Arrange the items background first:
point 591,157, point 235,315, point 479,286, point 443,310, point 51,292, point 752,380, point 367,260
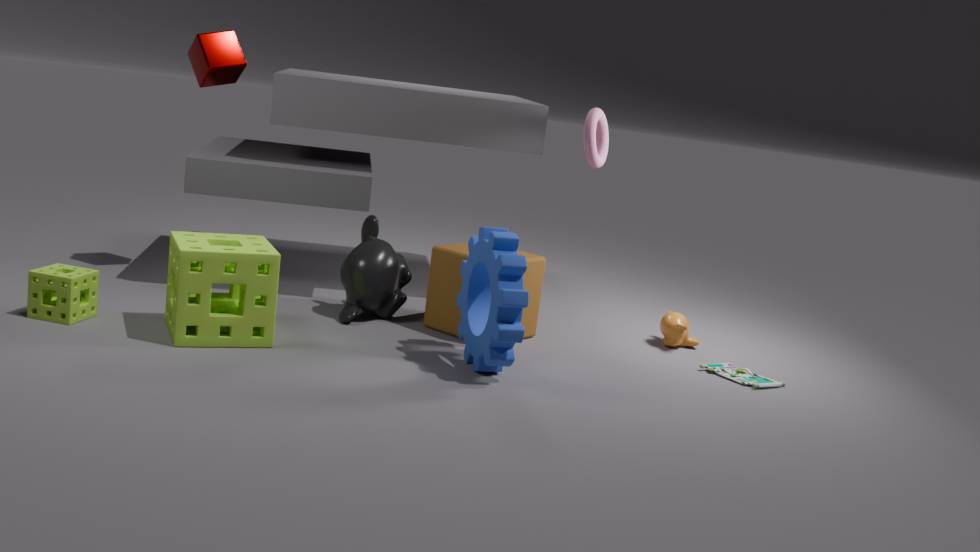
point 591,157 → point 443,310 → point 367,260 → point 752,380 → point 479,286 → point 51,292 → point 235,315
